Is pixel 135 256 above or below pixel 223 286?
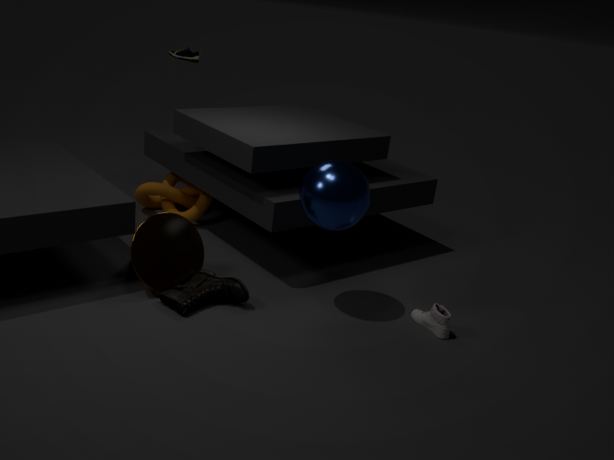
above
